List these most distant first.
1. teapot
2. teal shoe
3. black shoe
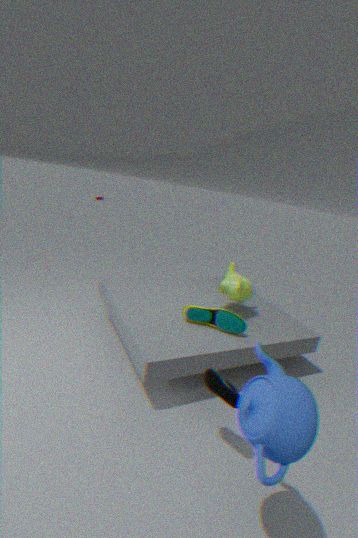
teal shoe < black shoe < teapot
